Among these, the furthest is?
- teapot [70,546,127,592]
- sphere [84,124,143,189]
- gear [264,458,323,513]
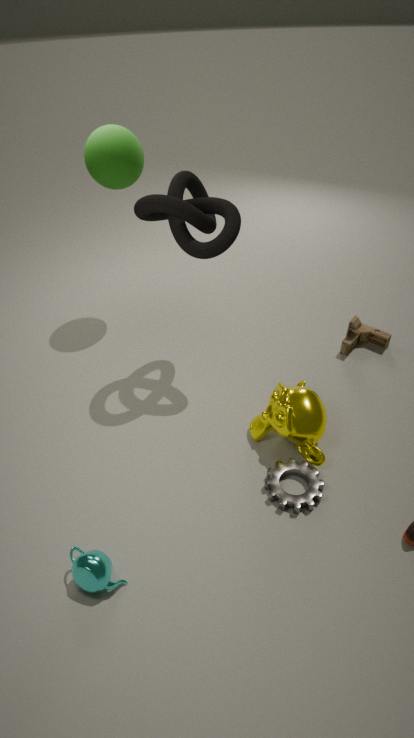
sphere [84,124,143,189]
